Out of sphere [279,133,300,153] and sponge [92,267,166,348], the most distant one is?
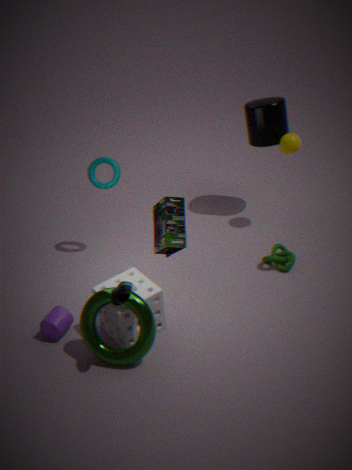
sphere [279,133,300,153]
